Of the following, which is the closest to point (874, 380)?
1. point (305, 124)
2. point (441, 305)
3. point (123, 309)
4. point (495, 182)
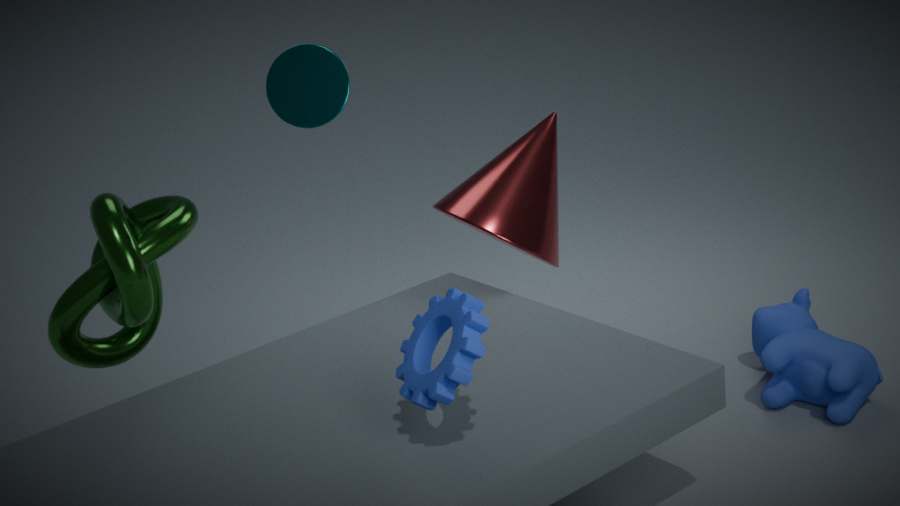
point (495, 182)
